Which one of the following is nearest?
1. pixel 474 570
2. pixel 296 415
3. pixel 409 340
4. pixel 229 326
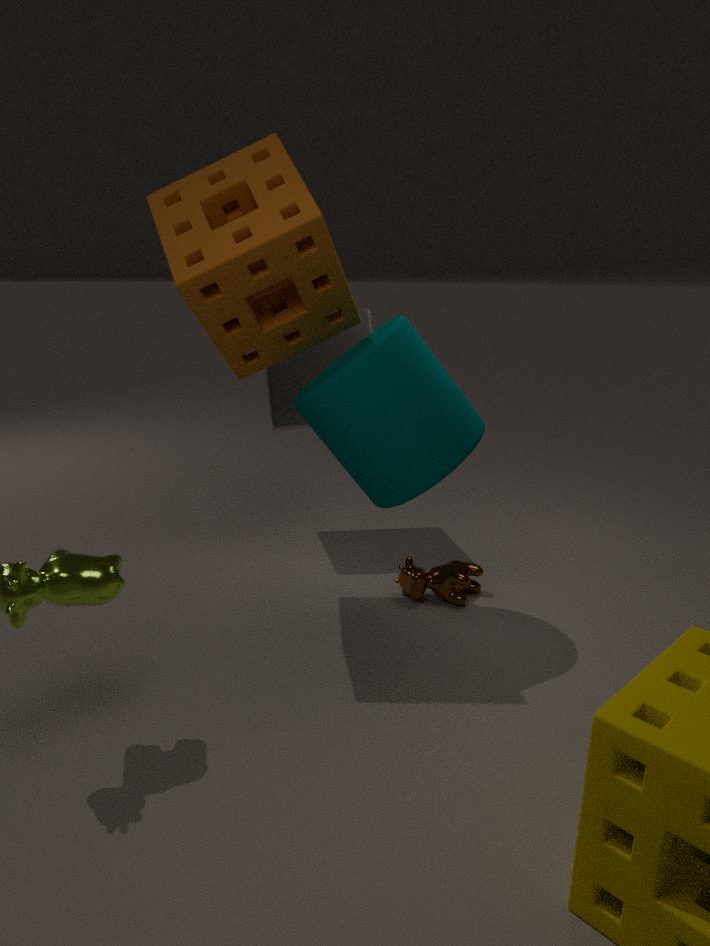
pixel 409 340
